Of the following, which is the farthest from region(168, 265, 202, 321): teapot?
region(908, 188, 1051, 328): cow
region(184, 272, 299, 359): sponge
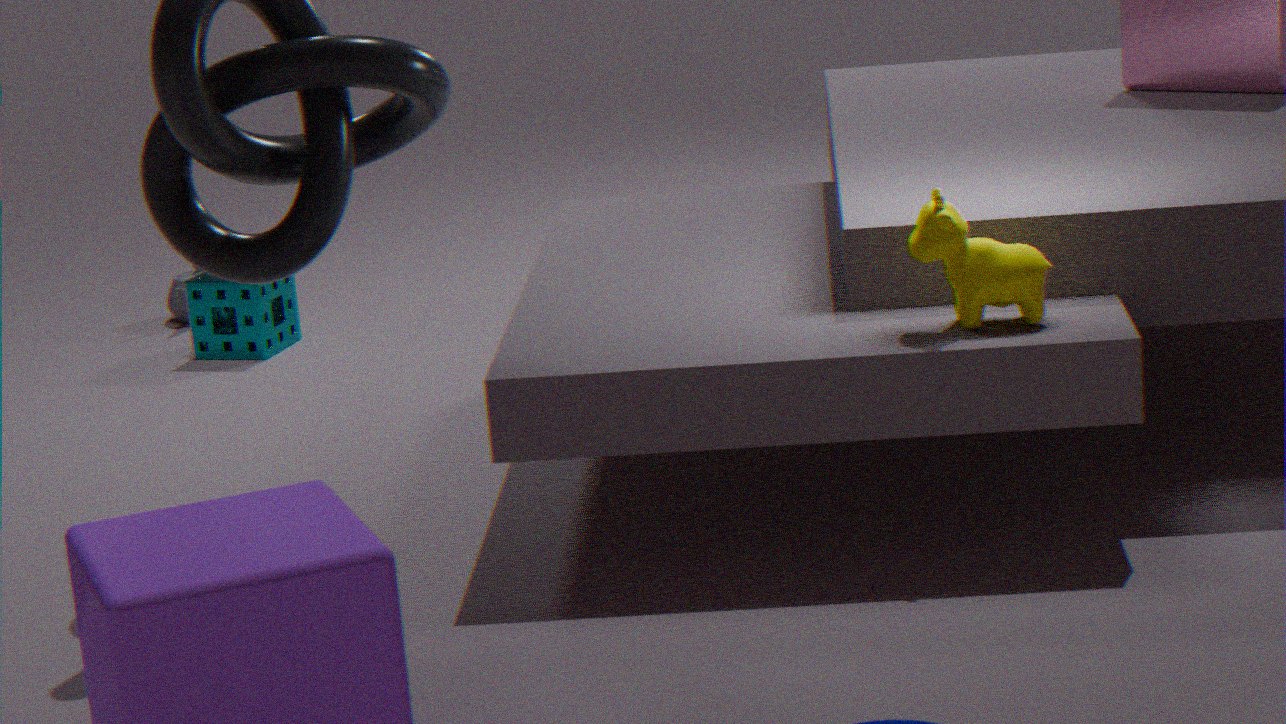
region(908, 188, 1051, 328): cow
